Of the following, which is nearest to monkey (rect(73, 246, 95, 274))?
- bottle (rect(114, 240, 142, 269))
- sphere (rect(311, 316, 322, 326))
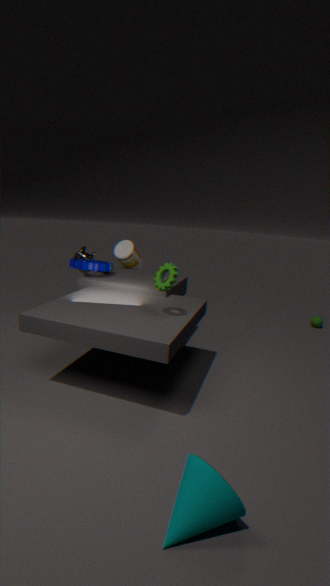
bottle (rect(114, 240, 142, 269))
